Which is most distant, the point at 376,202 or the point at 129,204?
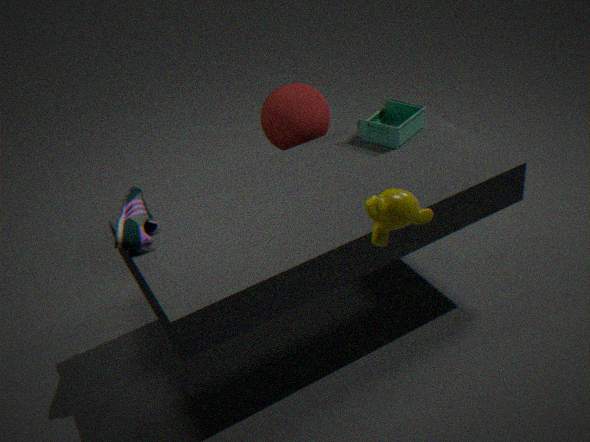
the point at 129,204
